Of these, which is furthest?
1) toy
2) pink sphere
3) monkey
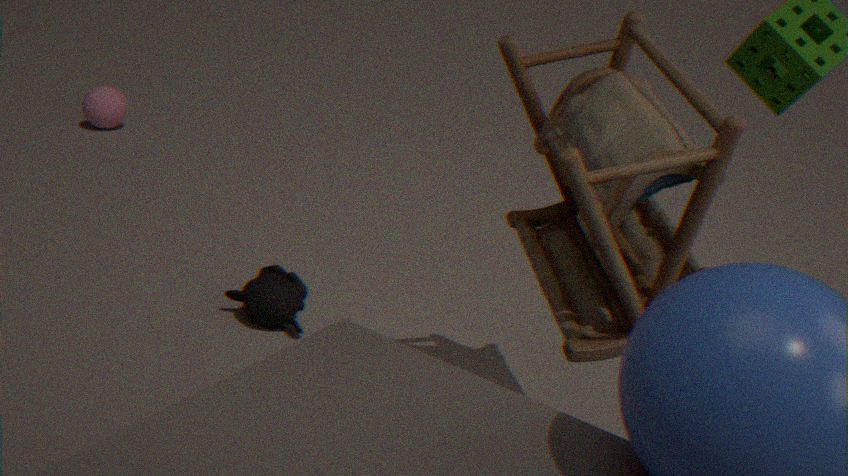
2. pink sphere
